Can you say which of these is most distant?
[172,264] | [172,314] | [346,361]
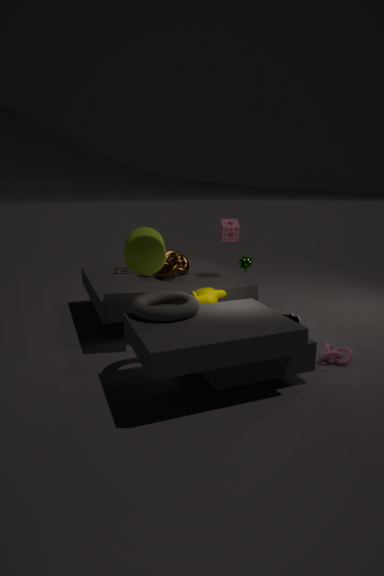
[172,264]
